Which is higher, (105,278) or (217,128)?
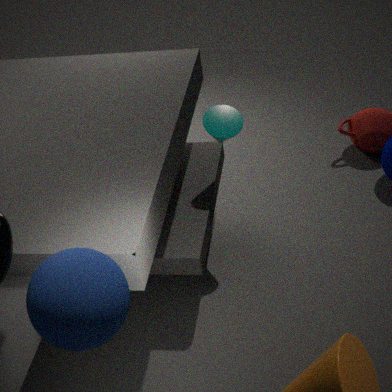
(105,278)
